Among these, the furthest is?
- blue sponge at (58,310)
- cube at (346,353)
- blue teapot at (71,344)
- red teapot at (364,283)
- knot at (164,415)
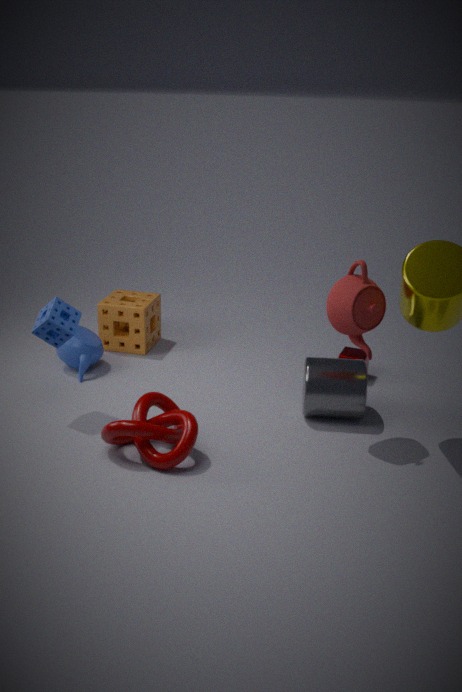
cube at (346,353)
